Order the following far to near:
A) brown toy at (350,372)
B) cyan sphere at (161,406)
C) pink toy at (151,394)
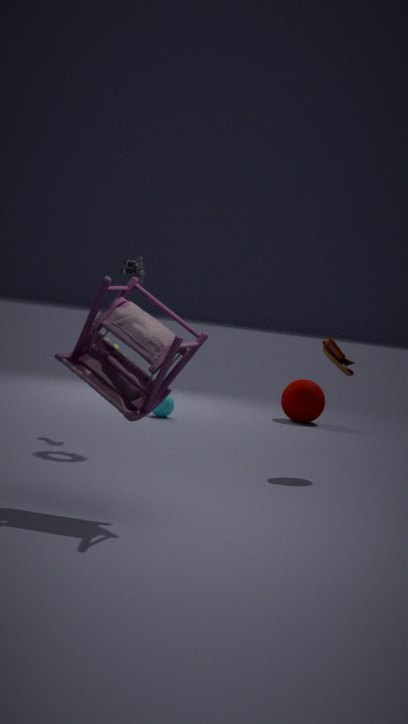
1. cyan sphere at (161,406)
2. brown toy at (350,372)
3. pink toy at (151,394)
